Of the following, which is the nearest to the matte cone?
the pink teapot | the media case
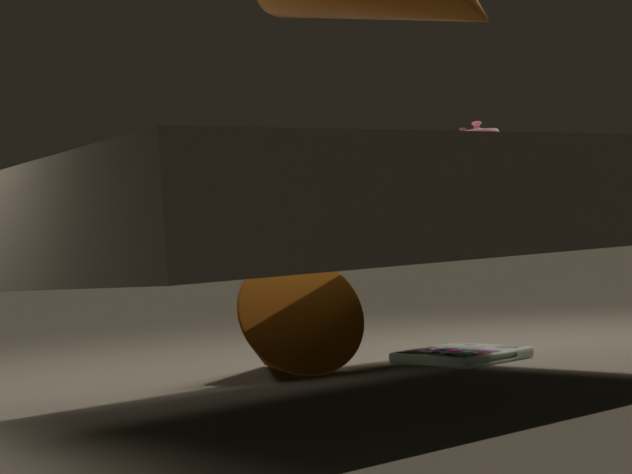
the media case
